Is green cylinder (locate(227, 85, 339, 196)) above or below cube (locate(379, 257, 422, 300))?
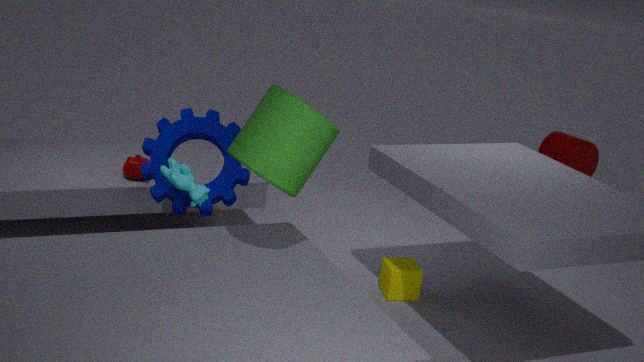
above
